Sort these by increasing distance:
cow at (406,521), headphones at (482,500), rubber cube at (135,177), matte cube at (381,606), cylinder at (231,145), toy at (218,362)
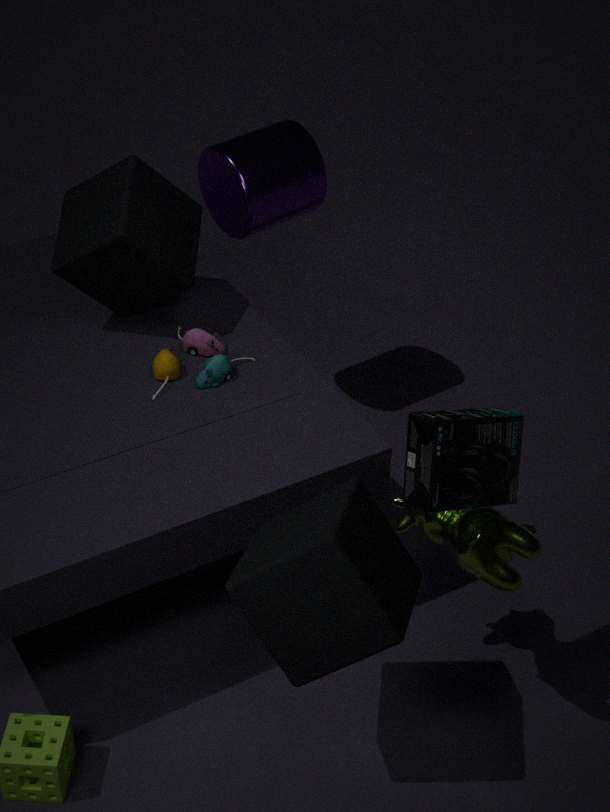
matte cube at (381,606) → headphones at (482,500) → cow at (406,521) → rubber cube at (135,177) → toy at (218,362) → cylinder at (231,145)
